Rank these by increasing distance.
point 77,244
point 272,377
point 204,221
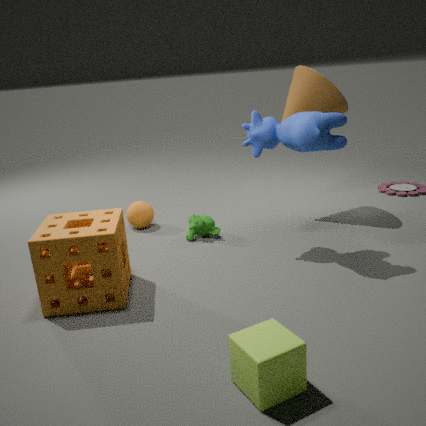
point 272,377
point 77,244
point 204,221
